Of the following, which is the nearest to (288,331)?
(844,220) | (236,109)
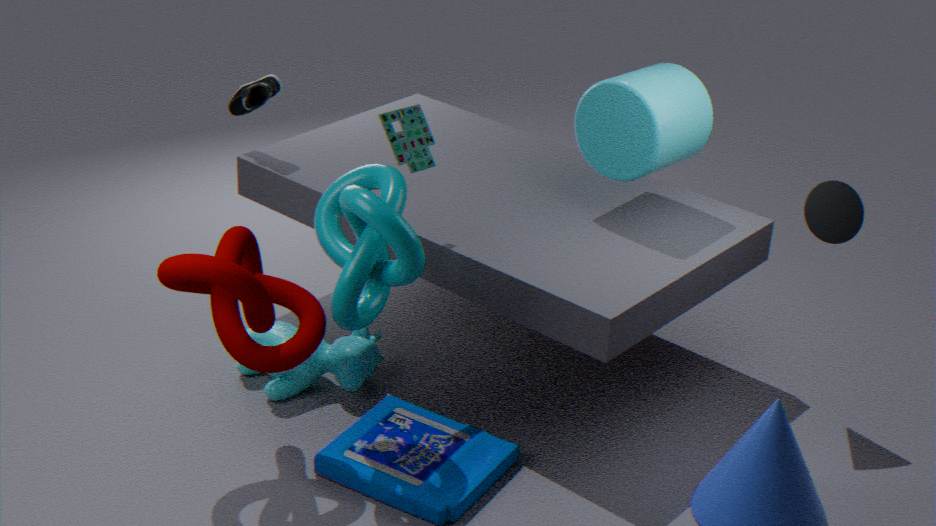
(236,109)
